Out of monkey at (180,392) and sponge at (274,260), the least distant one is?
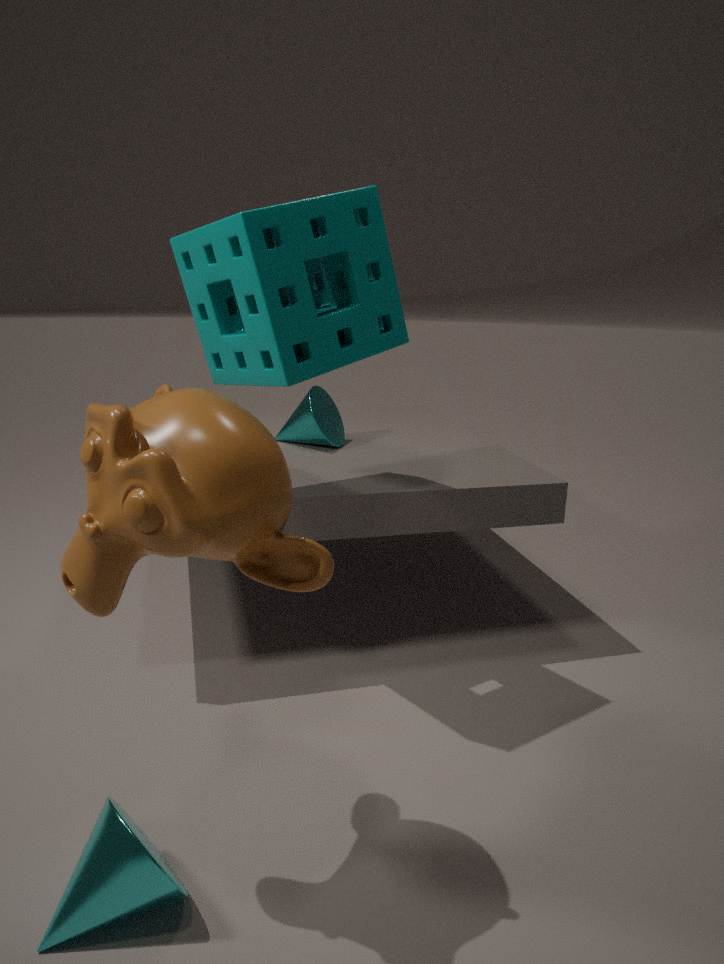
monkey at (180,392)
